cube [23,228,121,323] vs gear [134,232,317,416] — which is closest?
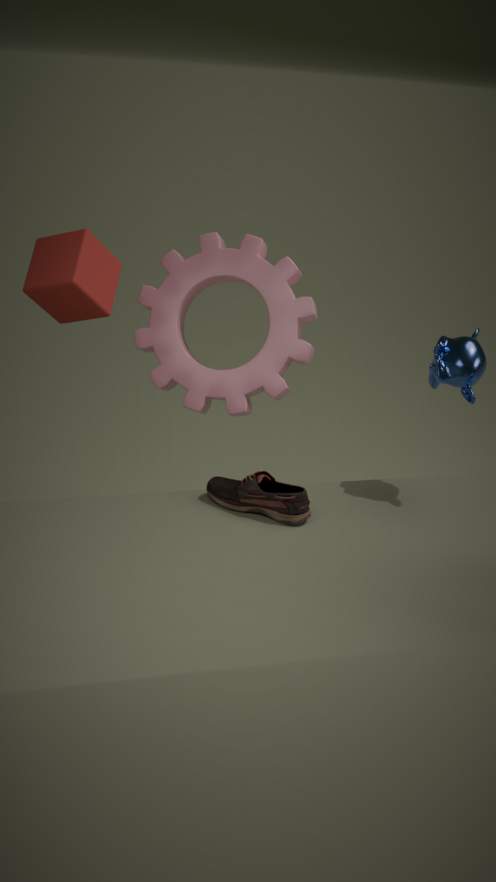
cube [23,228,121,323]
